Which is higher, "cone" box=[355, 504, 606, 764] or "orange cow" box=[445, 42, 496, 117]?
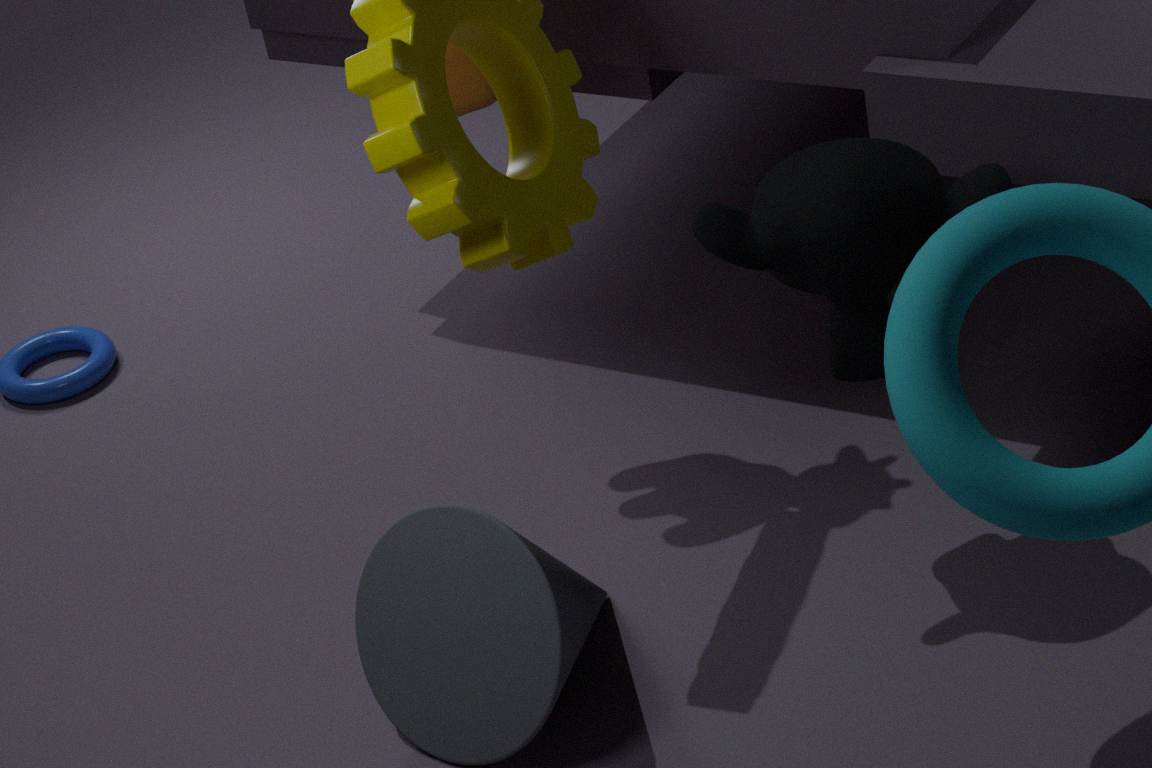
"orange cow" box=[445, 42, 496, 117]
